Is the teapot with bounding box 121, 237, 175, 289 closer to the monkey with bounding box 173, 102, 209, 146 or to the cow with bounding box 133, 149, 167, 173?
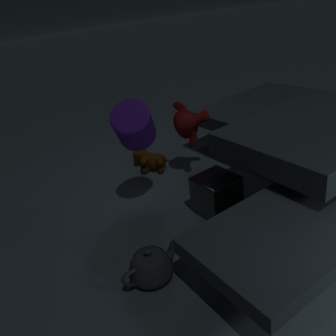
the monkey with bounding box 173, 102, 209, 146
